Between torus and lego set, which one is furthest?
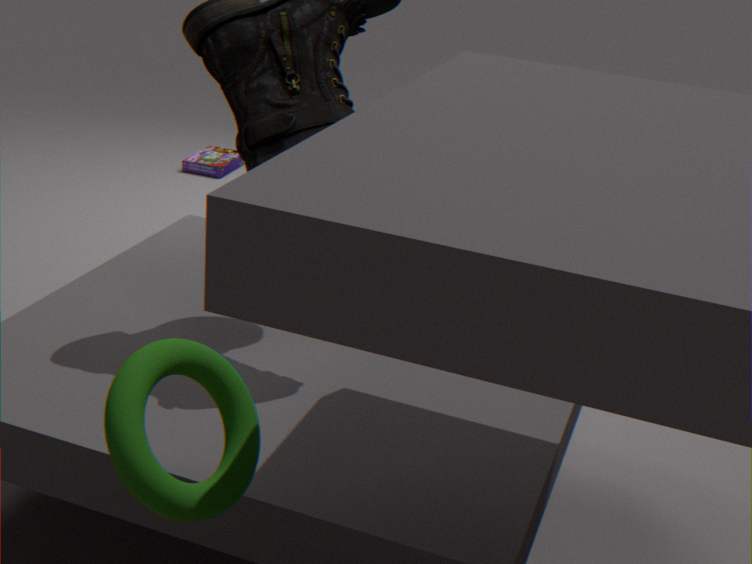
lego set
